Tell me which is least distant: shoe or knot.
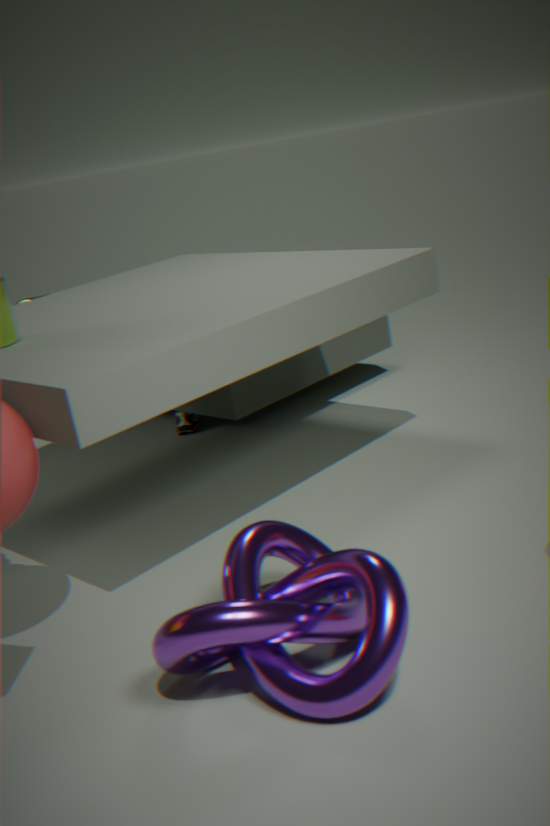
knot
